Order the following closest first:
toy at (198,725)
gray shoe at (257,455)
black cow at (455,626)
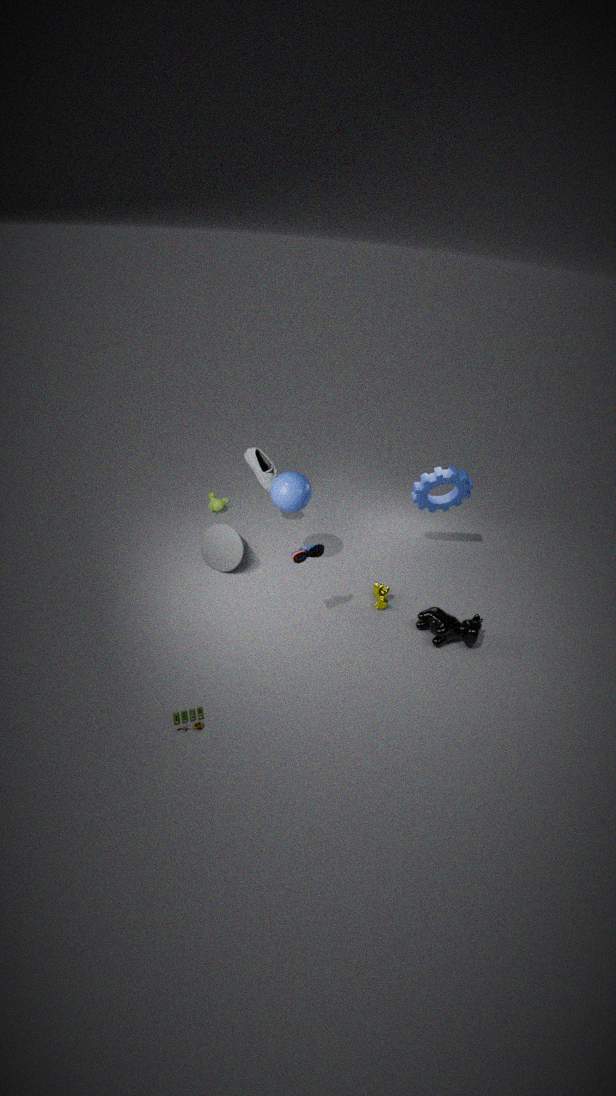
toy at (198,725), black cow at (455,626), gray shoe at (257,455)
